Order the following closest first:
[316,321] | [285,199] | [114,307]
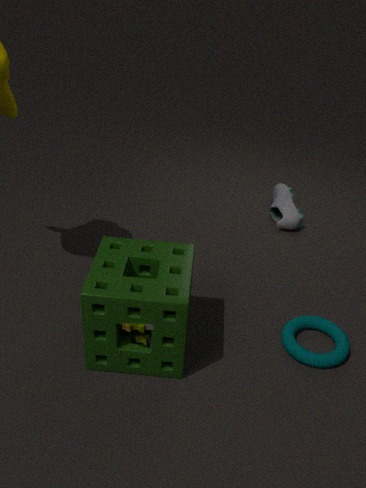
Answer: 1. [114,307]
2. [316,321]
3. [285,199]
